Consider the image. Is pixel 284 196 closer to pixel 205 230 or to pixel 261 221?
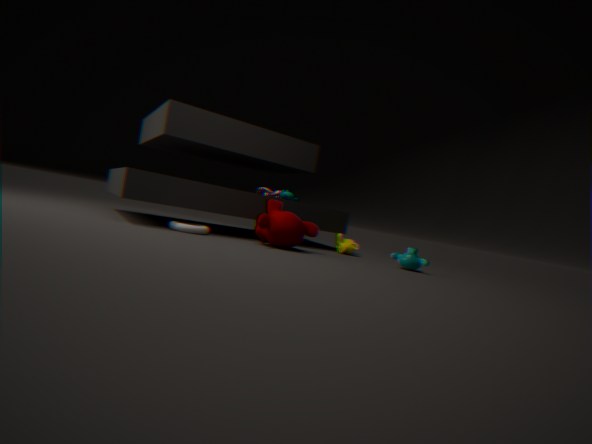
pixel 261 221
